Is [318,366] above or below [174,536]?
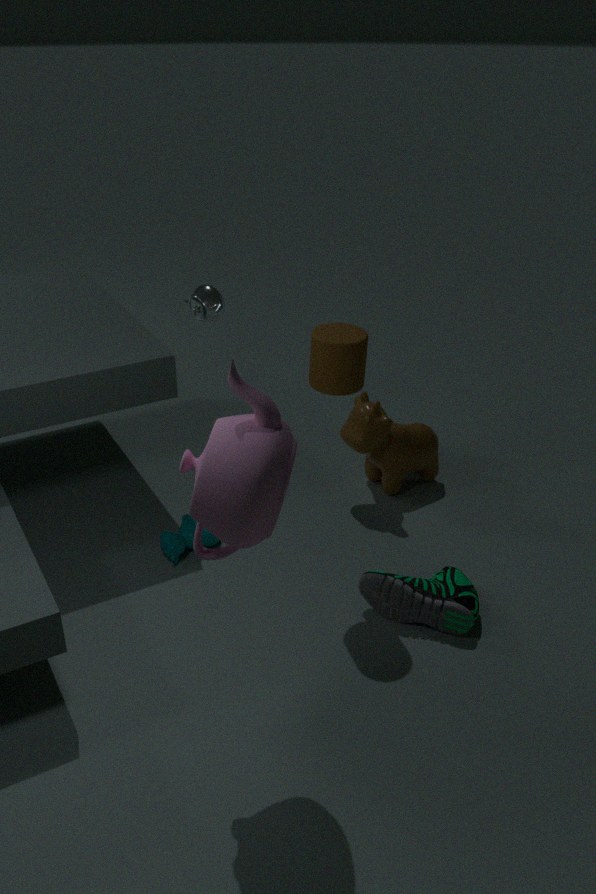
above
